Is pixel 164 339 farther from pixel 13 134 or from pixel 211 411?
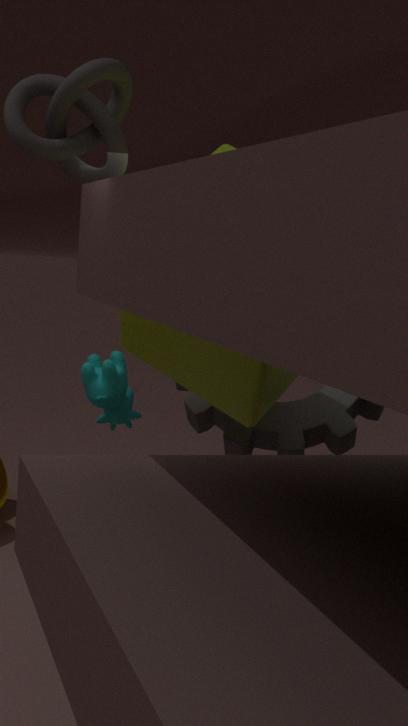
pixel 13 134
